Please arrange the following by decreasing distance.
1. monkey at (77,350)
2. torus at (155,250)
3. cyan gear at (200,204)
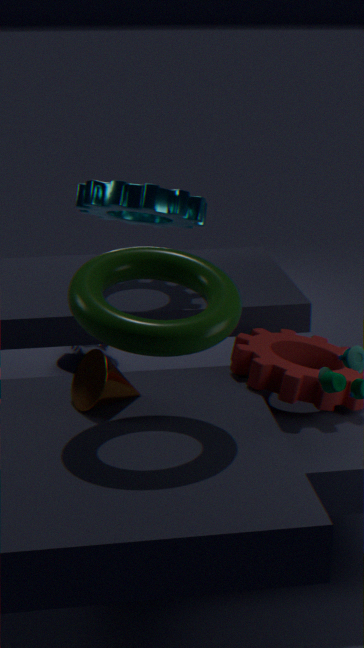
monkey at (77,350) → cyan gear at (200,204) → torus at (155,250)
